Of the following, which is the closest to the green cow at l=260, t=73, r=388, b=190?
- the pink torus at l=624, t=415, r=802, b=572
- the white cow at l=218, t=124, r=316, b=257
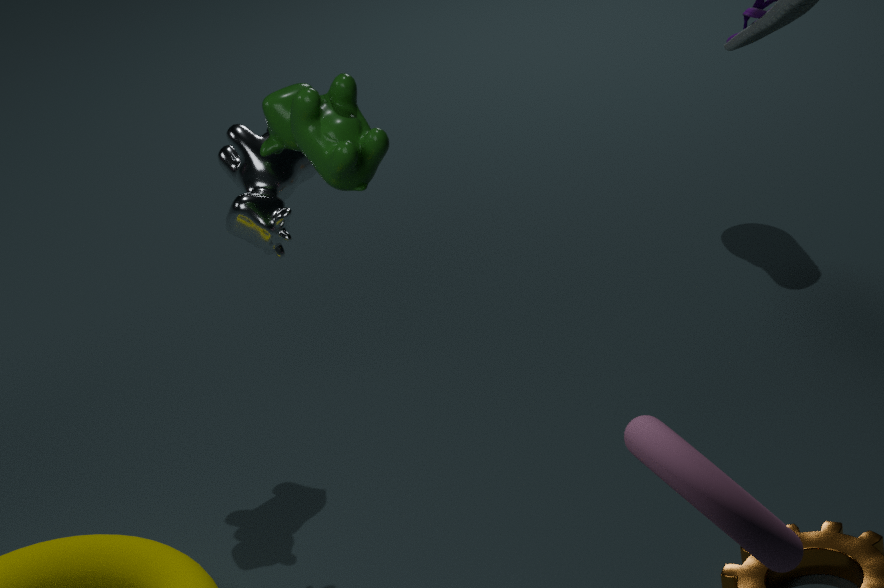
the white cow at l=218, t=124, r=316, b=257
